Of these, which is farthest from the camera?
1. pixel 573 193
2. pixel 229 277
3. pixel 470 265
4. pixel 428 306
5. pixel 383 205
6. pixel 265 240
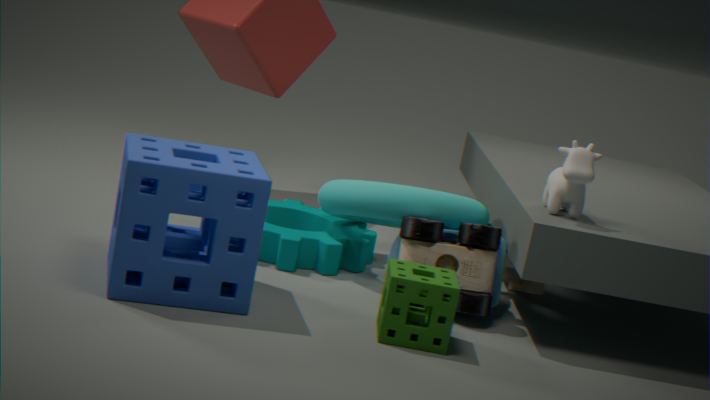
pixel 265 240
